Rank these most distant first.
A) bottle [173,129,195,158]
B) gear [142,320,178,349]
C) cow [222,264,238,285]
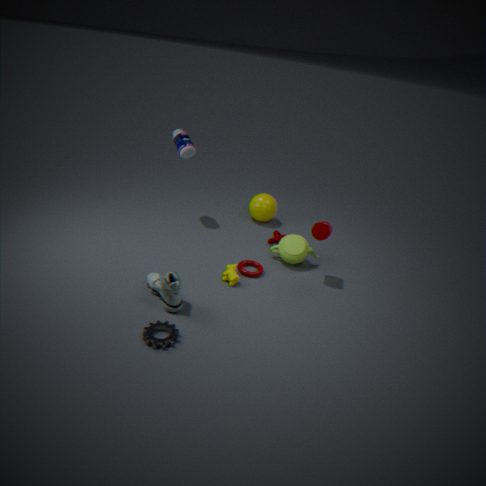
1. bottle [173,129,195,158]
2. cow [222,264,238,285]
3. gear [142,320,178,349]
